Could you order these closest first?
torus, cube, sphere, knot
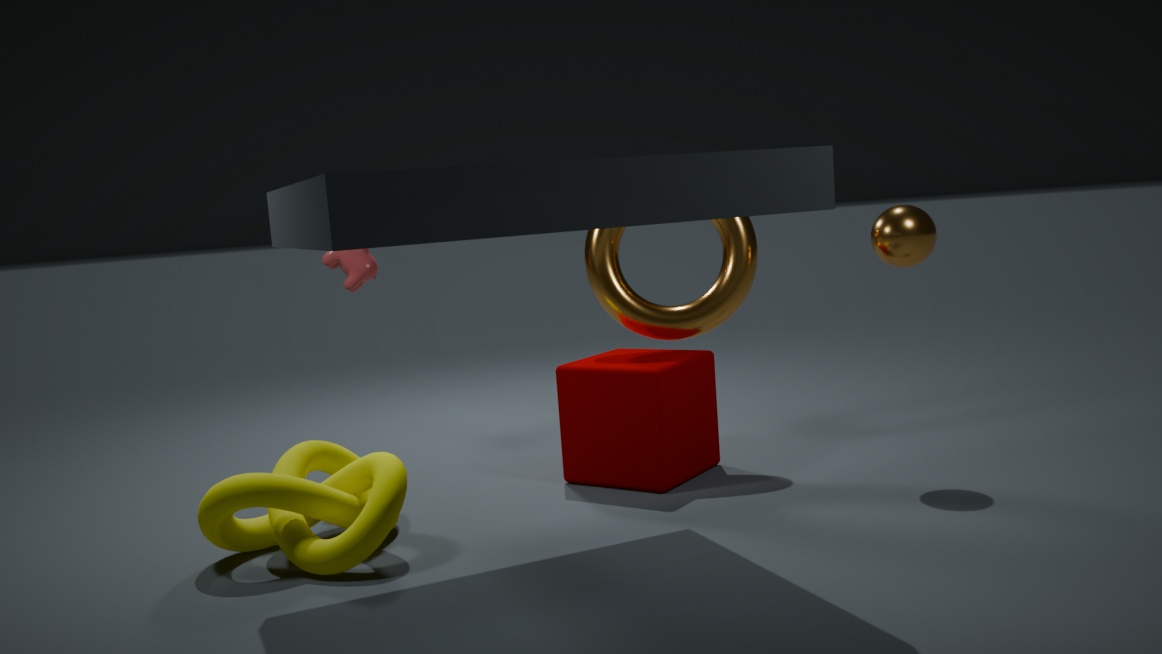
knot, sphere, cube, torus
